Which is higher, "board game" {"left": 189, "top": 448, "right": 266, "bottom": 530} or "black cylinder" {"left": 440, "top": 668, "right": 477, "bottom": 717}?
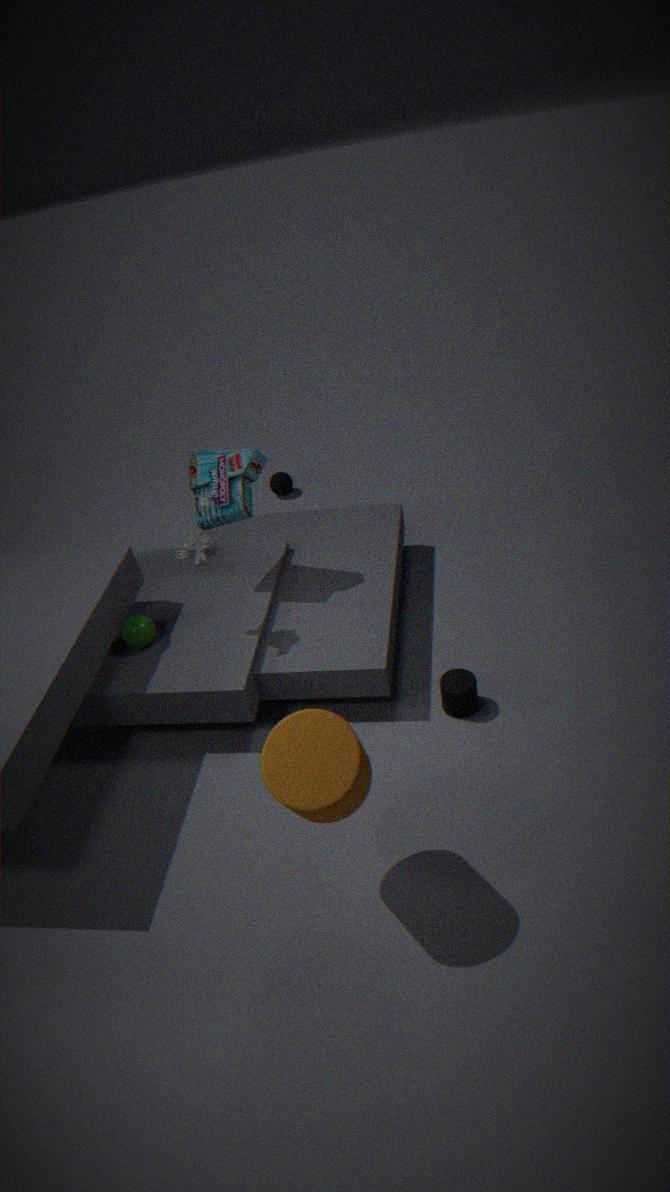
"board game" {"left": 189, "top": 448, "right": 266, "bottom": 530}
